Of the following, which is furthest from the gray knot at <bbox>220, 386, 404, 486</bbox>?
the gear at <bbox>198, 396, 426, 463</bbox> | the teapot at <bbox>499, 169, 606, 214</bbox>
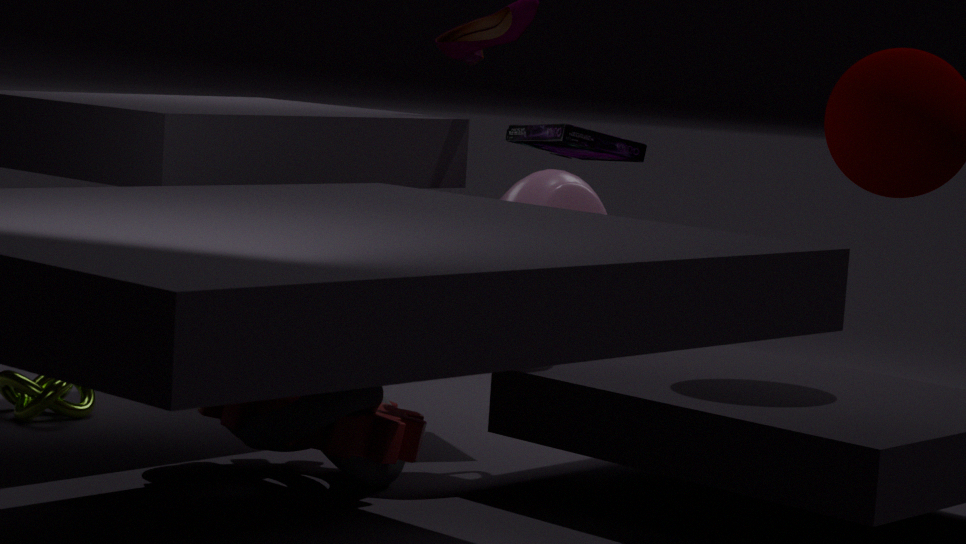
the teapot at <bbox>499, 169, 606, 214</bbox>
